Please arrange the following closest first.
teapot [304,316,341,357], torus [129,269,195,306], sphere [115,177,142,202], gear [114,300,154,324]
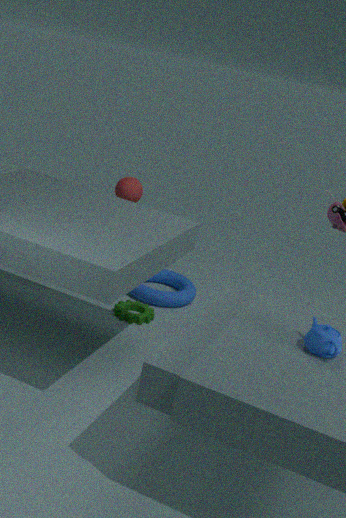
teapot [304,316,341,357]
sphere [115,177,142,202]
gear [114,300,154,324]
torus [129,269,195,306]
